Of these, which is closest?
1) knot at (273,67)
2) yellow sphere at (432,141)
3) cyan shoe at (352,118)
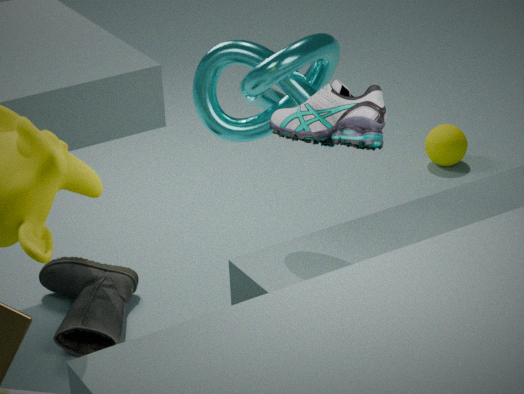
3. cyan shoe at (352,118)
